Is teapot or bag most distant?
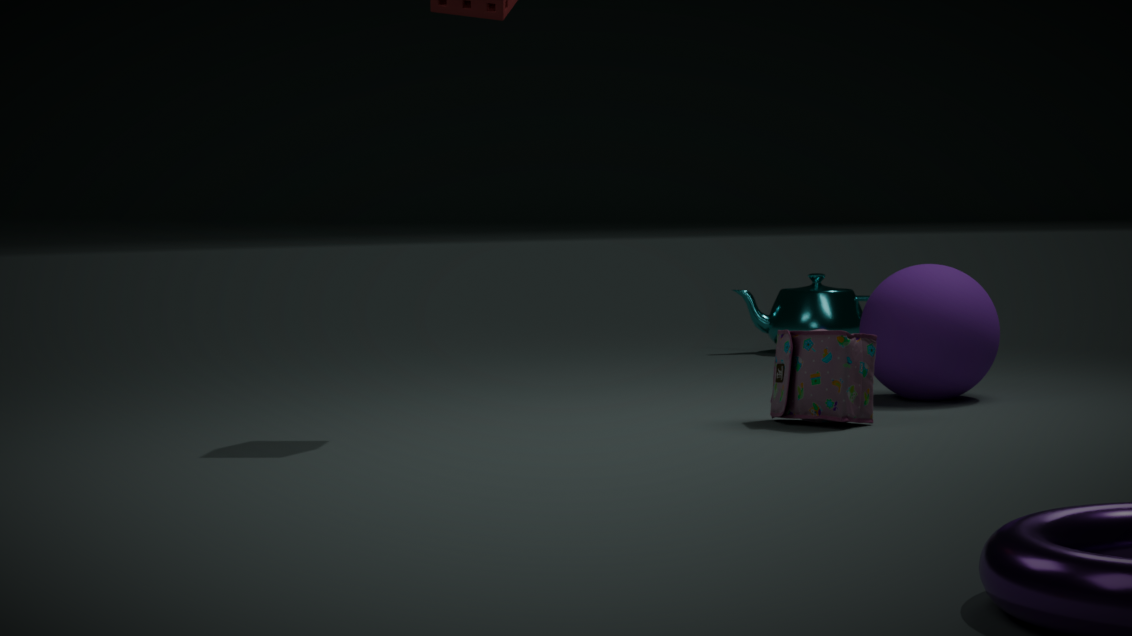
teapot
